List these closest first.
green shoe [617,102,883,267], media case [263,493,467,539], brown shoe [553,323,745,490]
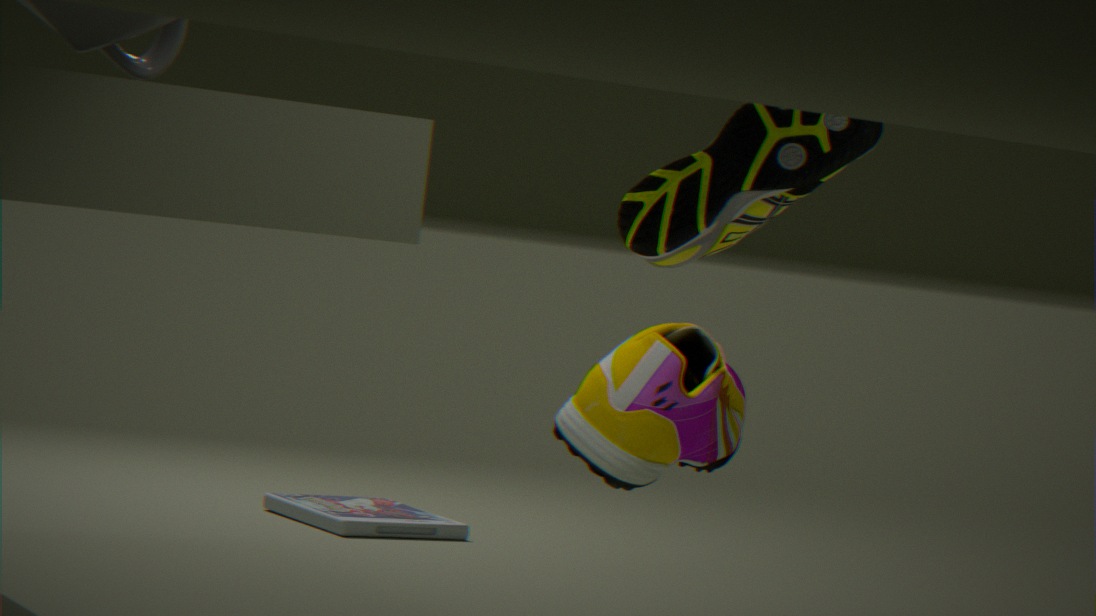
brown shoe [553,323,745,490] → green shoe [617,102,883,267] → media case [263,493,467,539]
